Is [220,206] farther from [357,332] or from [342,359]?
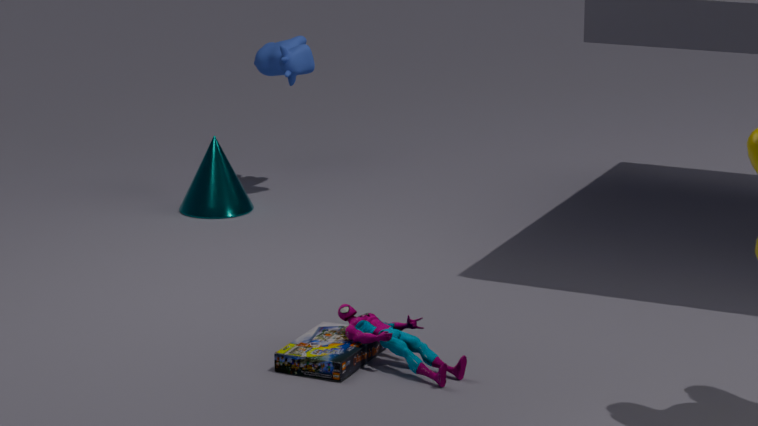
[357,332]
